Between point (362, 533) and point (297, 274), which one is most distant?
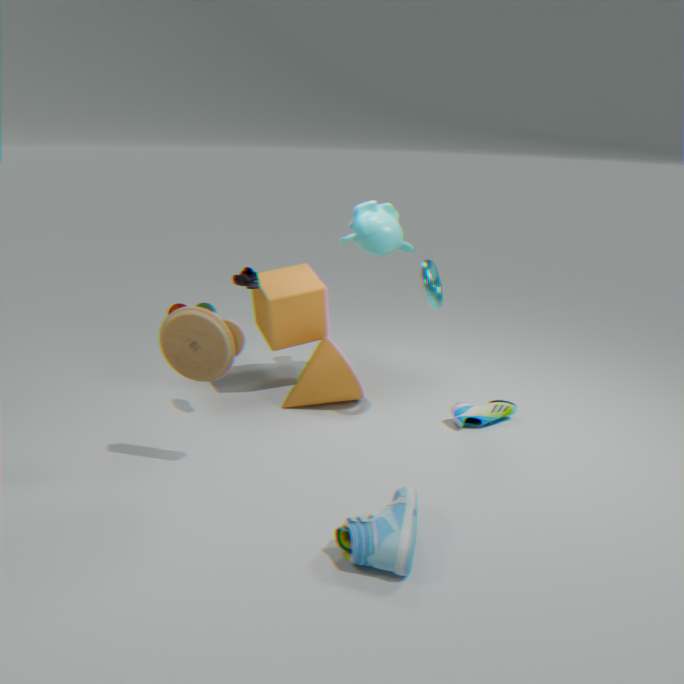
point (297, 274)
